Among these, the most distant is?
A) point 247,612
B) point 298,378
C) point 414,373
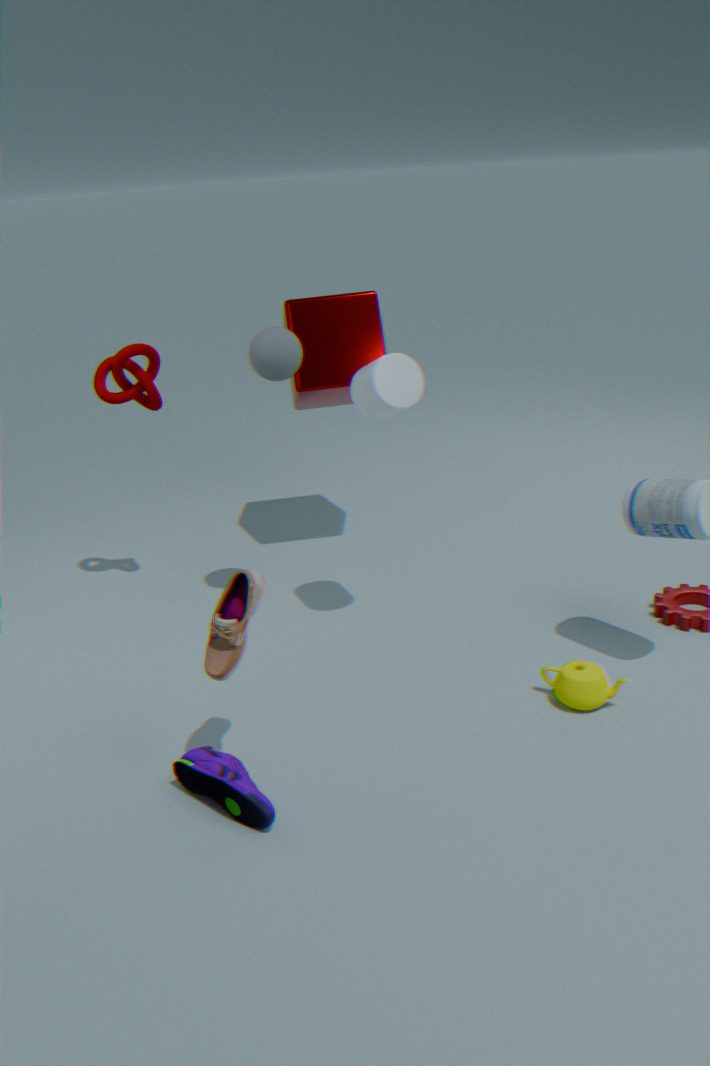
point 298,378
